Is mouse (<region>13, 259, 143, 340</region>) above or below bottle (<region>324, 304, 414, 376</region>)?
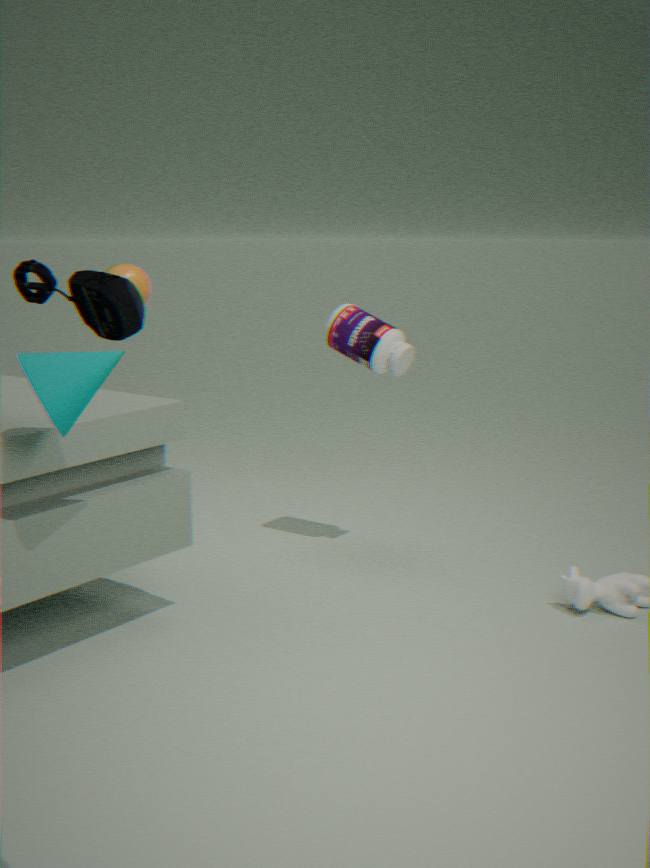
above
